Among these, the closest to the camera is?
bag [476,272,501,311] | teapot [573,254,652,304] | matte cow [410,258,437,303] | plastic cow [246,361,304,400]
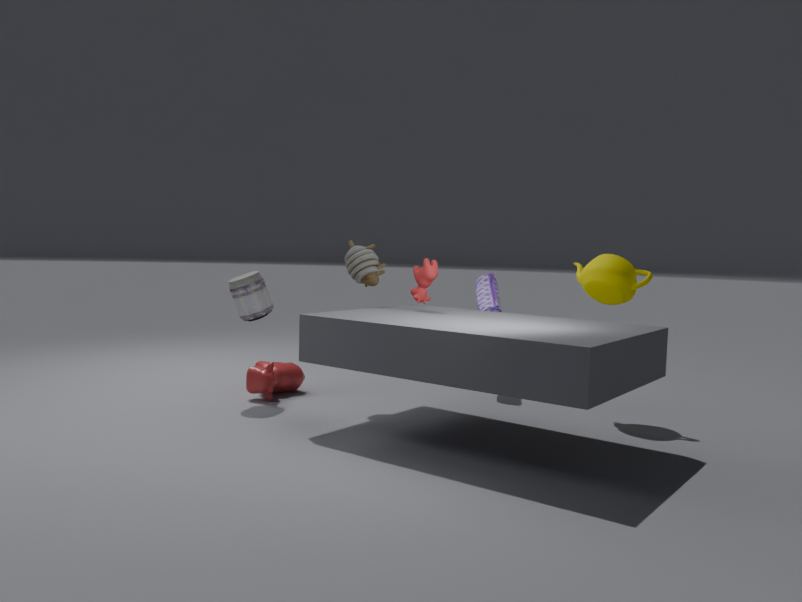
matte cow [410,258,437,303]
